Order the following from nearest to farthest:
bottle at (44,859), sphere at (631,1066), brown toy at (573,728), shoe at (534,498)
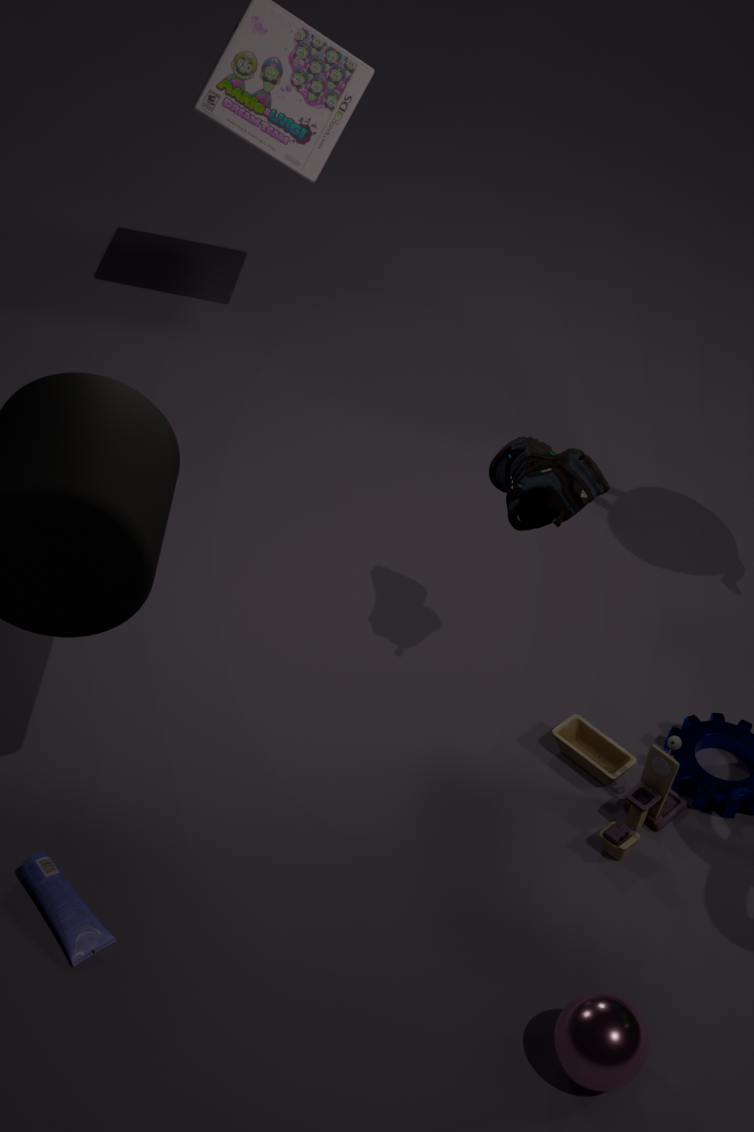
sphere at (631,1066) → bottle at (44,859) → shoe at (534,498) → brown toy at (573,728)
